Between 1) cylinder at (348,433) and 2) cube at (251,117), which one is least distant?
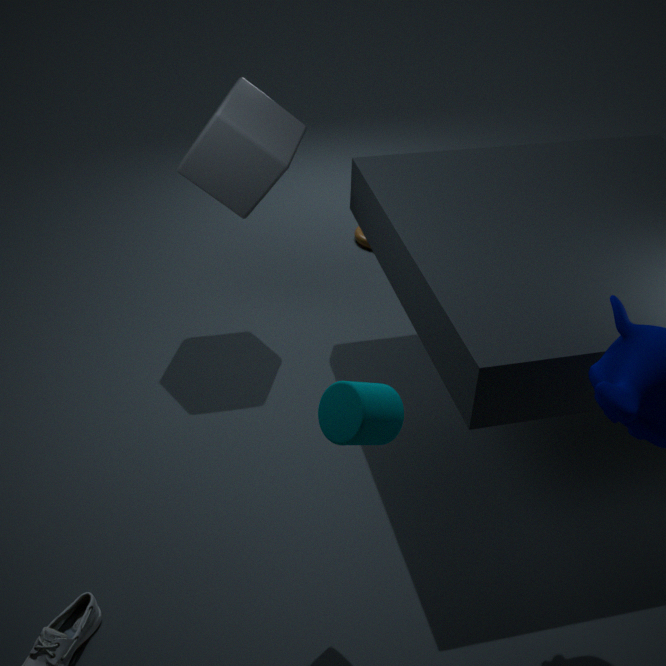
1. cylinder at (348,433)
